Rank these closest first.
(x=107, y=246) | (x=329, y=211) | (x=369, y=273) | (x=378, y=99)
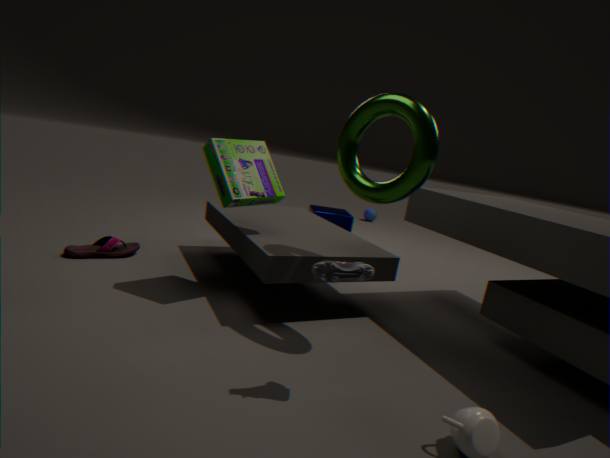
(x=369, y=273) < (x=378, y=99) < (x=107, y=246) < (x=329, y=211)
